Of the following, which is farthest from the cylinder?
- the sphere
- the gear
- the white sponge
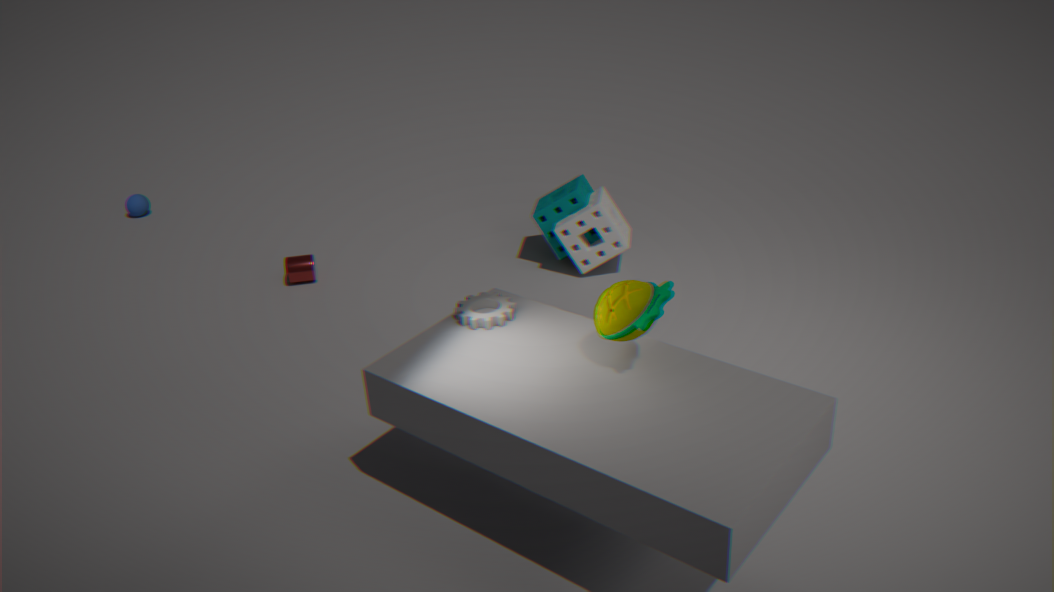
the gear
